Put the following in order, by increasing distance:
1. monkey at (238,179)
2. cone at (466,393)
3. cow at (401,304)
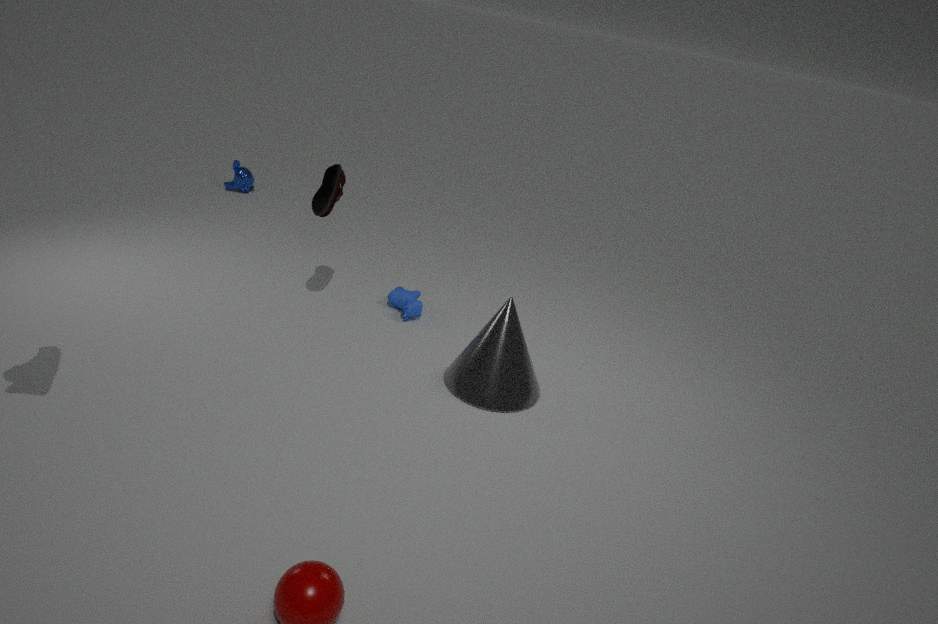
1. cone at (466,393)
2. cow at (401,304)
3. monkey at (238,179)
